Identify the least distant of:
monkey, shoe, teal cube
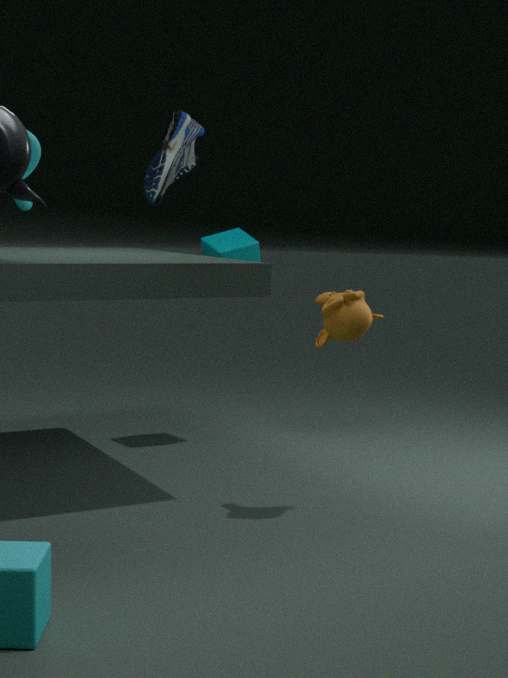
shoe
